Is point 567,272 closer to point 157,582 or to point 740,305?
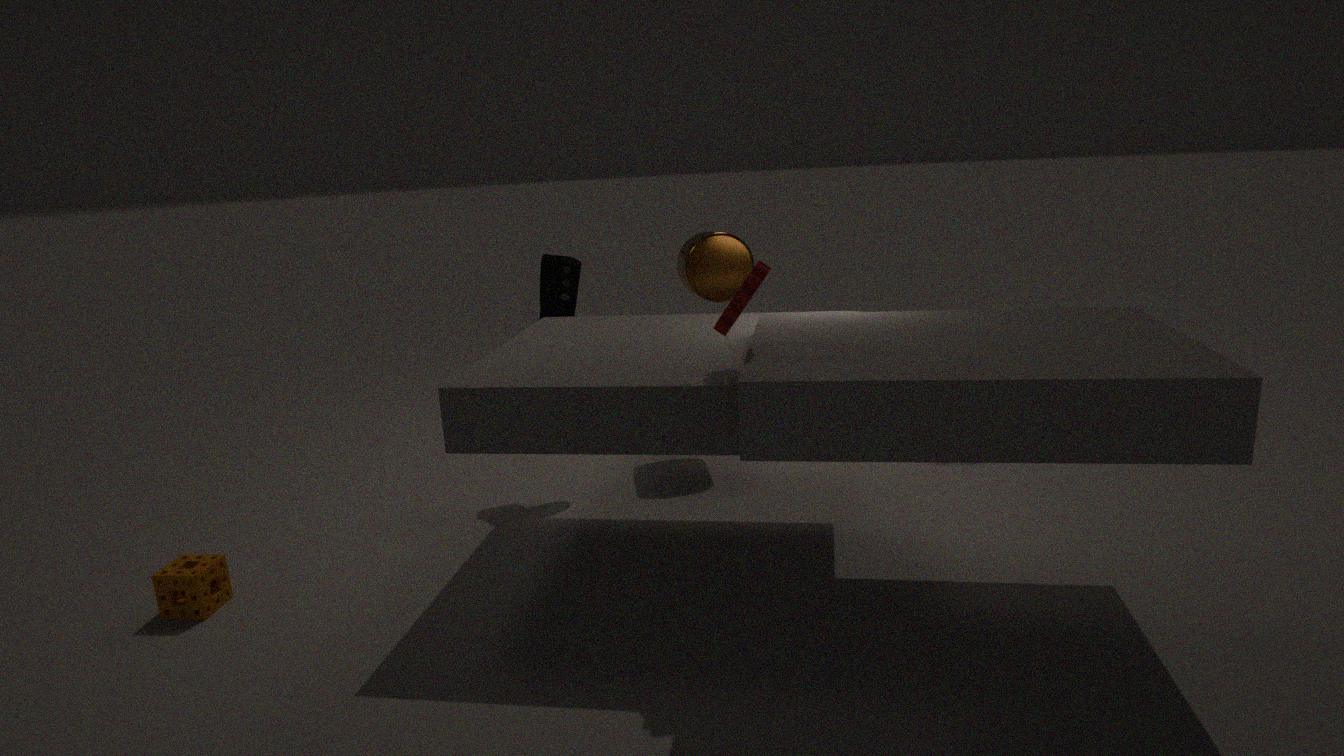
point 740,305
